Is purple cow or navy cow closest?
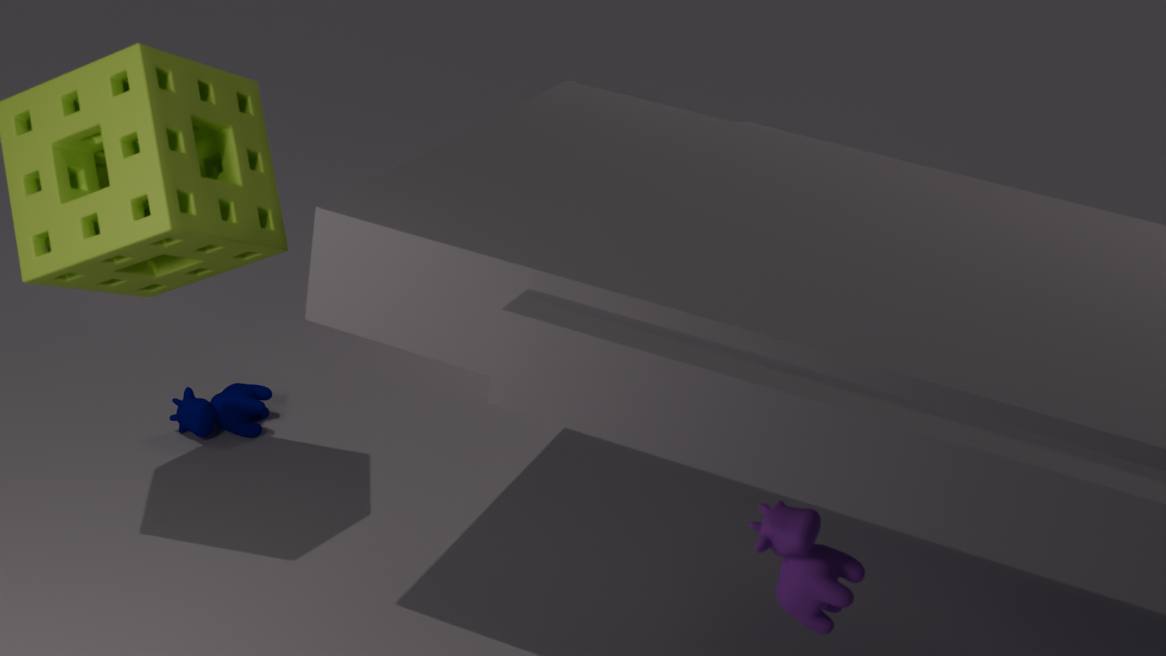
purple cow
